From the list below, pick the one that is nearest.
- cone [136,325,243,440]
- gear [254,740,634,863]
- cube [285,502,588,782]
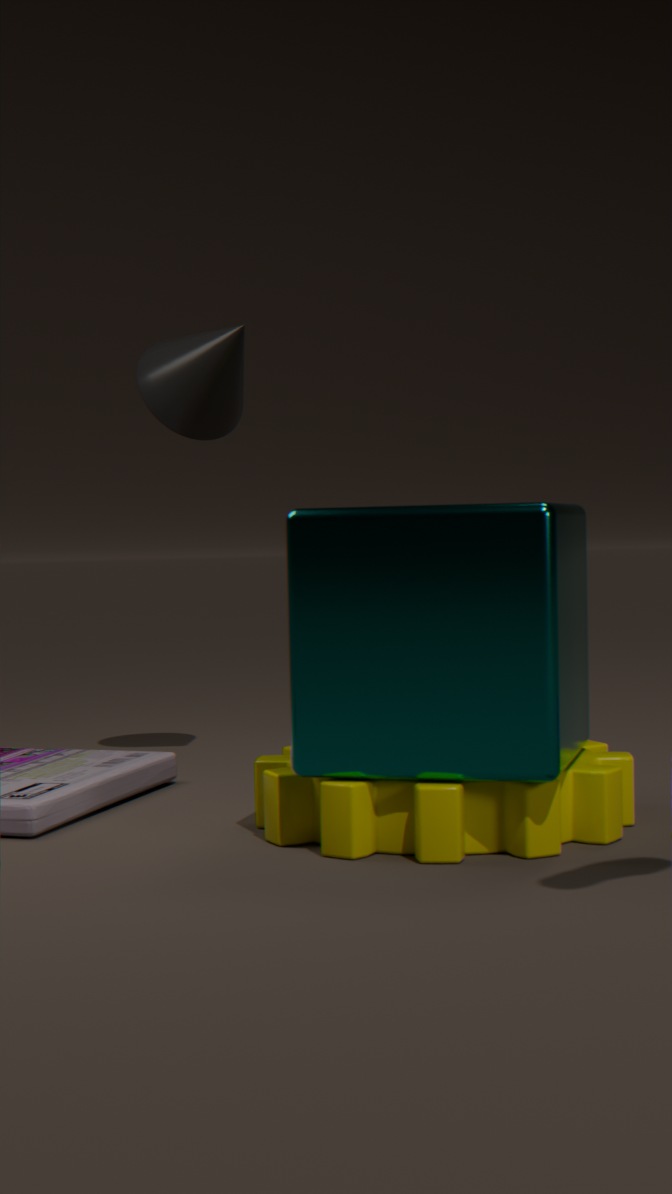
cube [285,502,588,782]
